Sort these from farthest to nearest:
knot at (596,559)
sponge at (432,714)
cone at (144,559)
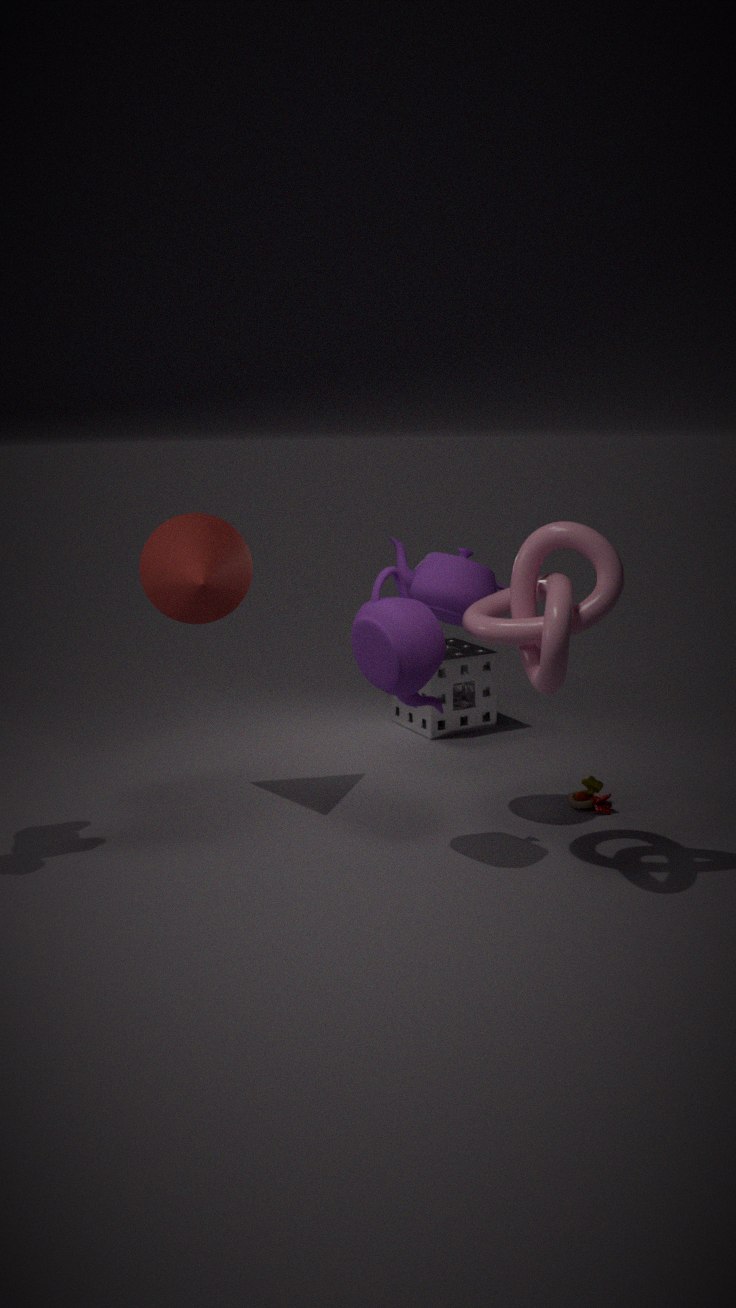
sponge at (432,714) < cone at (144,559) < knot at (596,559)
